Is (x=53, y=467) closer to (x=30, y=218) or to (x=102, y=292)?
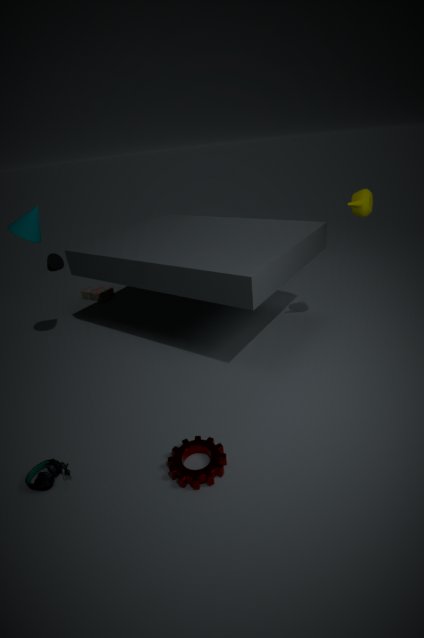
(x=30, y=218)
